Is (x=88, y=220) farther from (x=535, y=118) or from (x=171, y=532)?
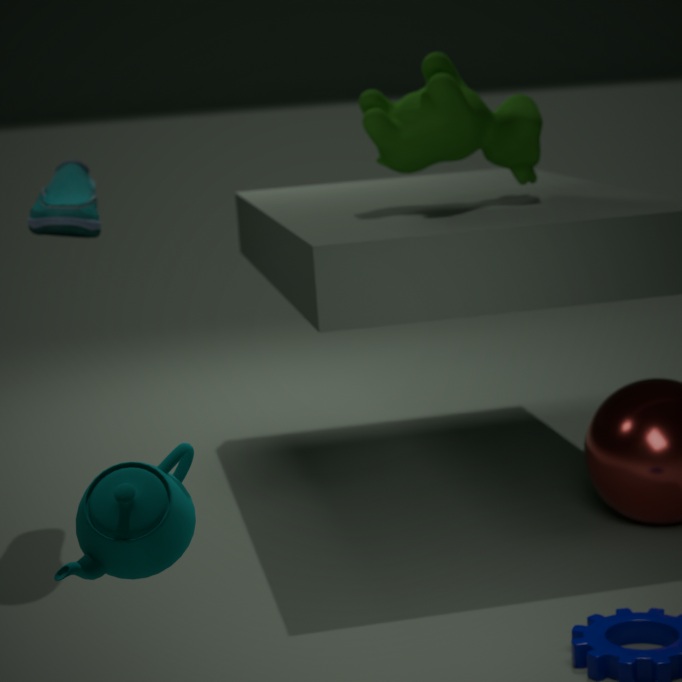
(x=171, y=532)
